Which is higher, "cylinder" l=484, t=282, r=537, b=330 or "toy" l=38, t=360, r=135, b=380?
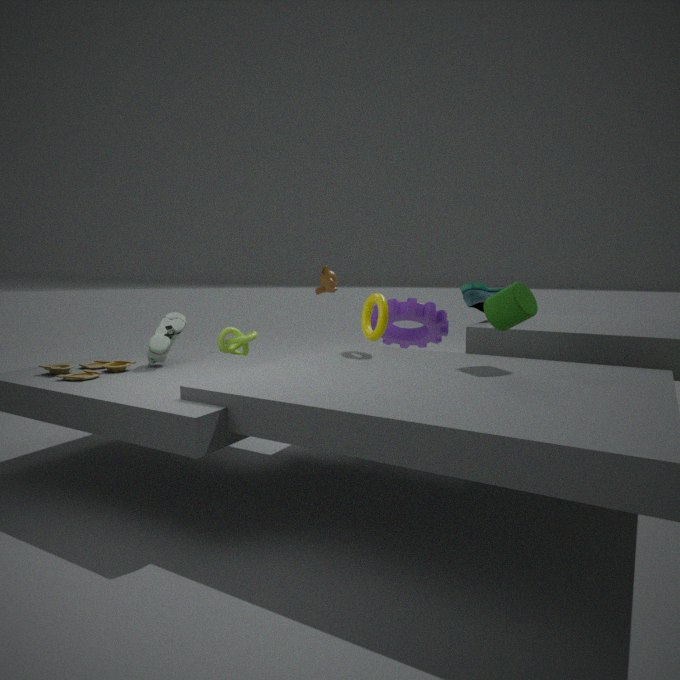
"cylinder" l=484, t=282, r=537, b=330
